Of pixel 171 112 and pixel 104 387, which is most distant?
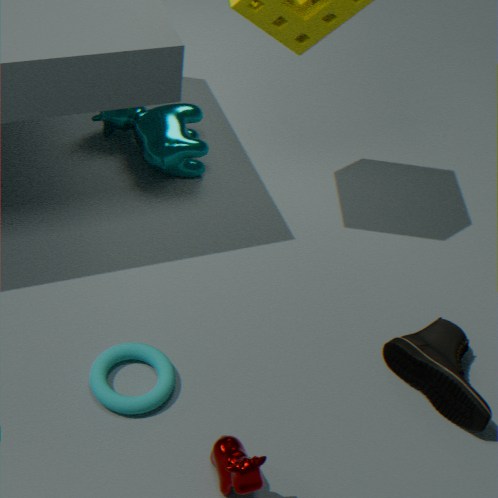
pixel 171 112
